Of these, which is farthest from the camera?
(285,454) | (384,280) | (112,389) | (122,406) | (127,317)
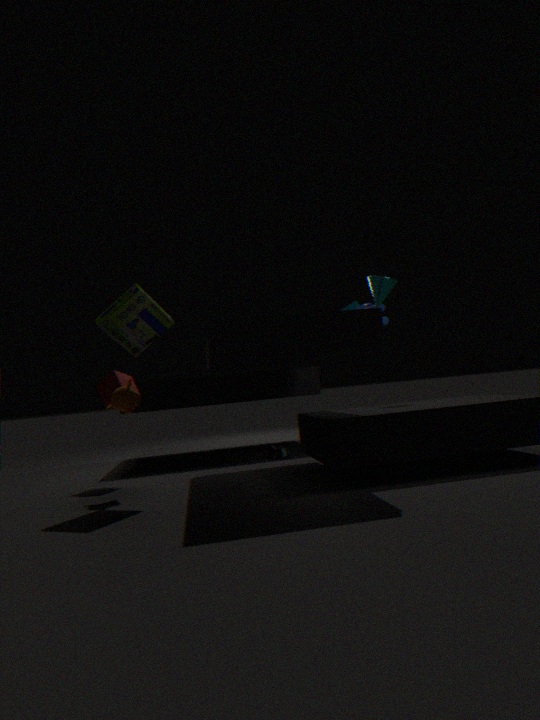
(285,454)
